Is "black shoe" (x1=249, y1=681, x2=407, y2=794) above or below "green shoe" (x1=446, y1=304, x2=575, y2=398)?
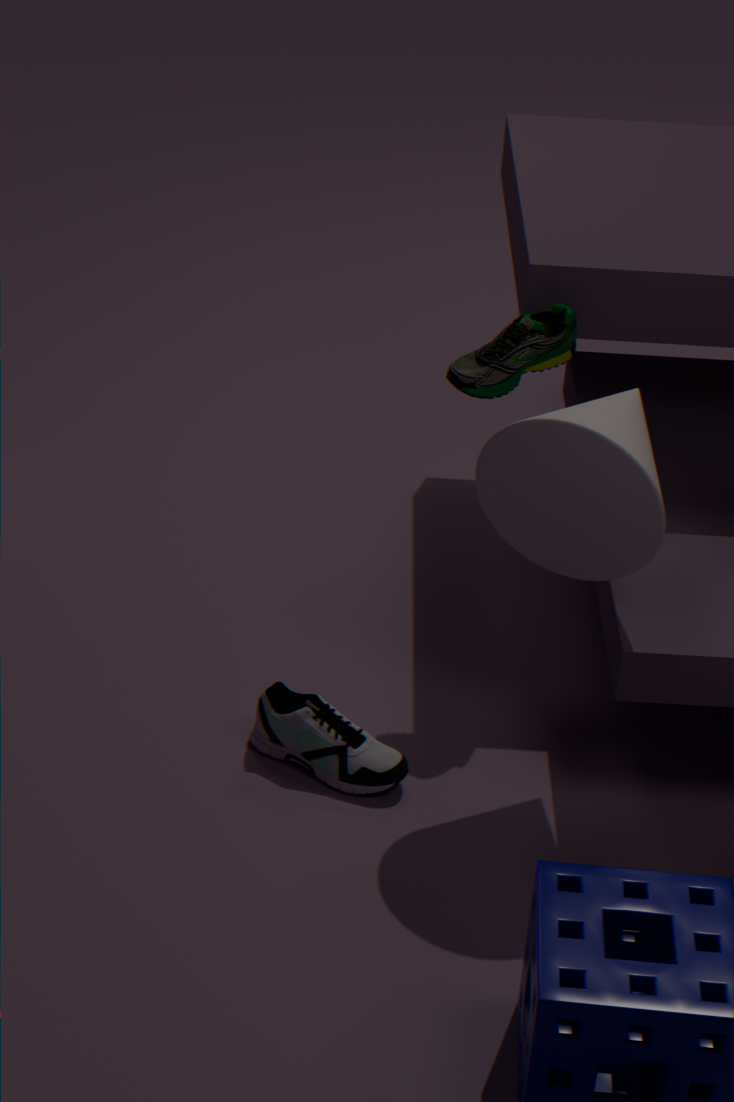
below
